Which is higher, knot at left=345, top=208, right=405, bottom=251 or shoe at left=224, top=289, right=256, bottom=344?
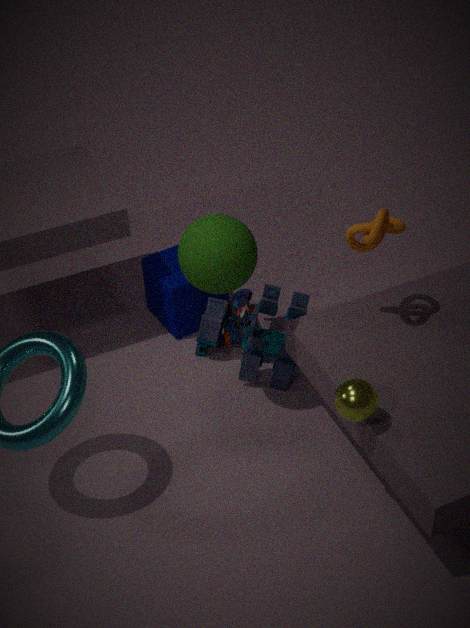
knot at left=345, top=208, right=405, bottom=251
